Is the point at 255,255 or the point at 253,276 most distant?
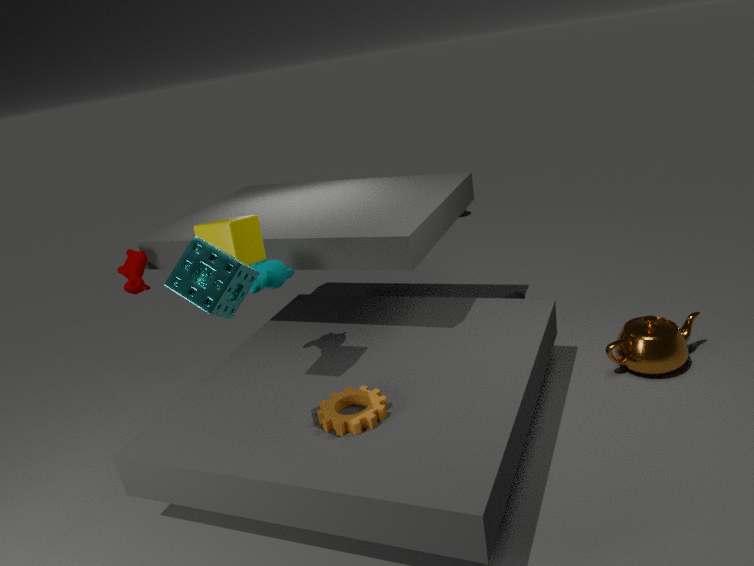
the point at 255,255
